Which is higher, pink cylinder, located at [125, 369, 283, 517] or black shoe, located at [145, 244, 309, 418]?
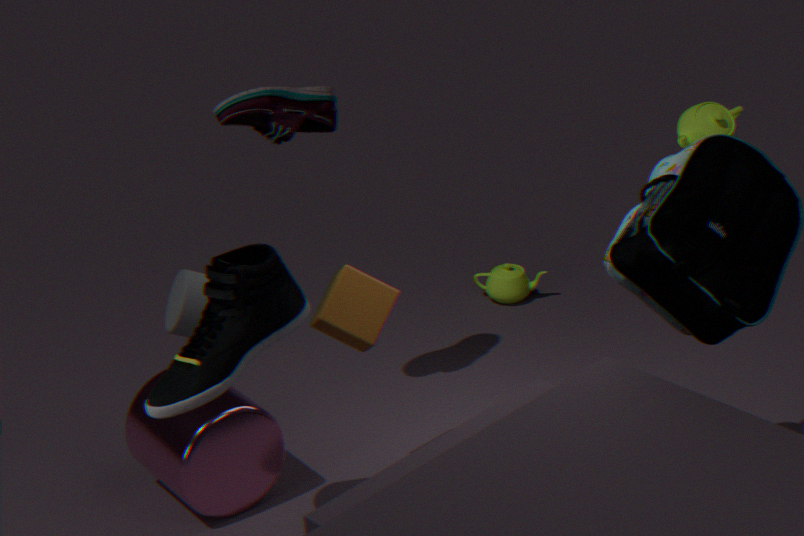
black shoe, located at [145, 244, 309, 418]
